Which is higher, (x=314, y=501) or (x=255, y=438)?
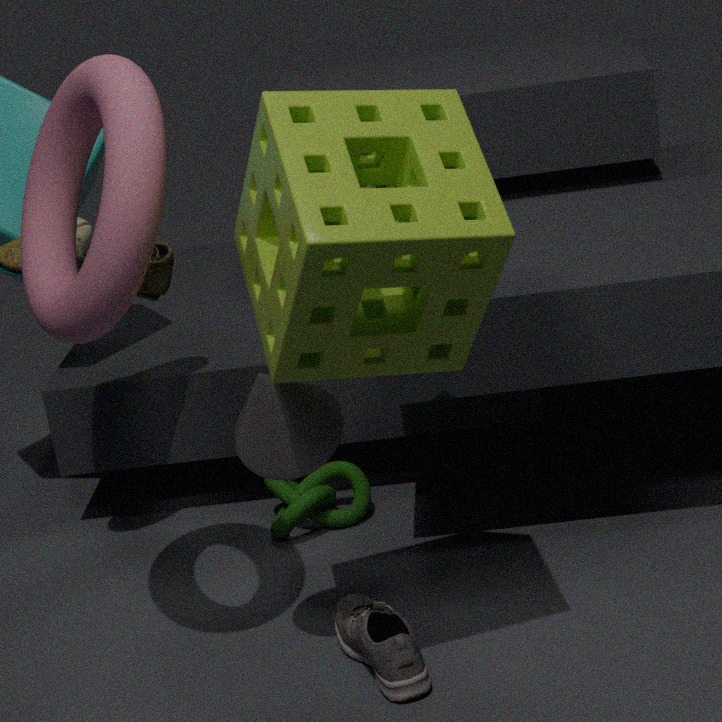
(x=255, y=438)
